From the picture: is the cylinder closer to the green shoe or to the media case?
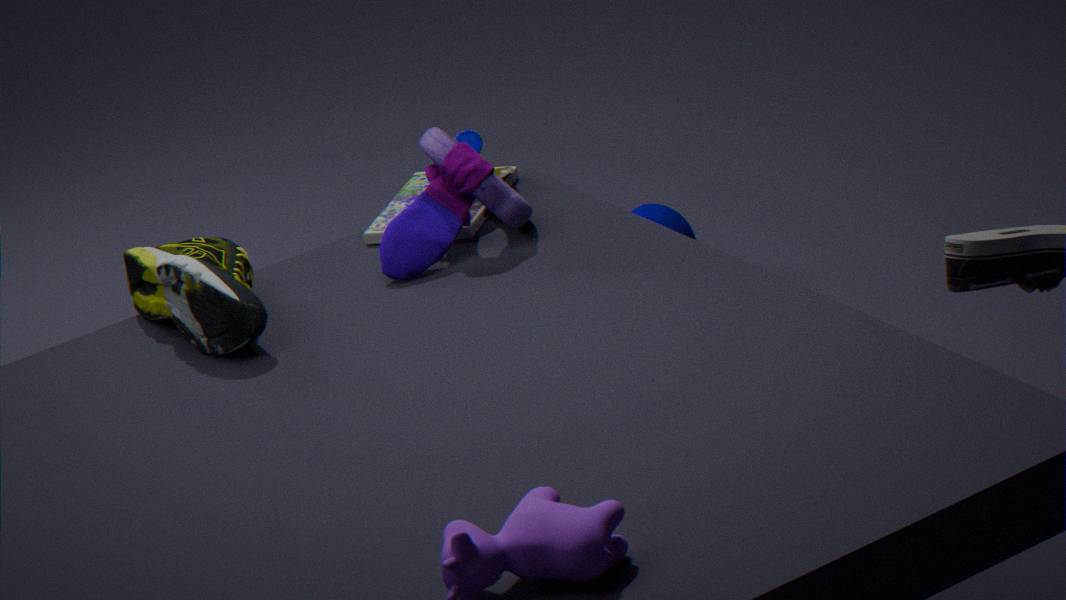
the media case
